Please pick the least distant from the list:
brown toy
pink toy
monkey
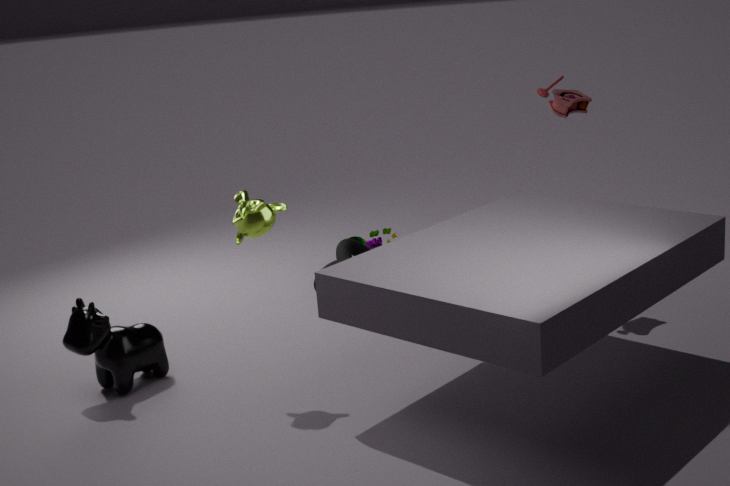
monkey
